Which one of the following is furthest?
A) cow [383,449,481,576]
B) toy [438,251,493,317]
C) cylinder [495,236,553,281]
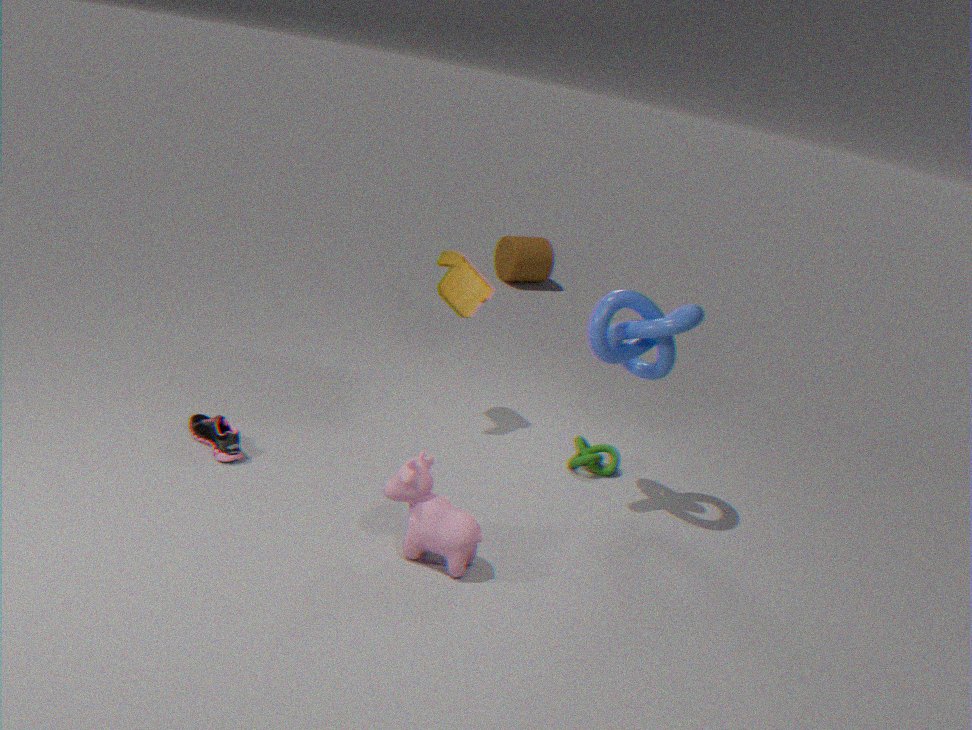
cylinder [495,236,553,281]
